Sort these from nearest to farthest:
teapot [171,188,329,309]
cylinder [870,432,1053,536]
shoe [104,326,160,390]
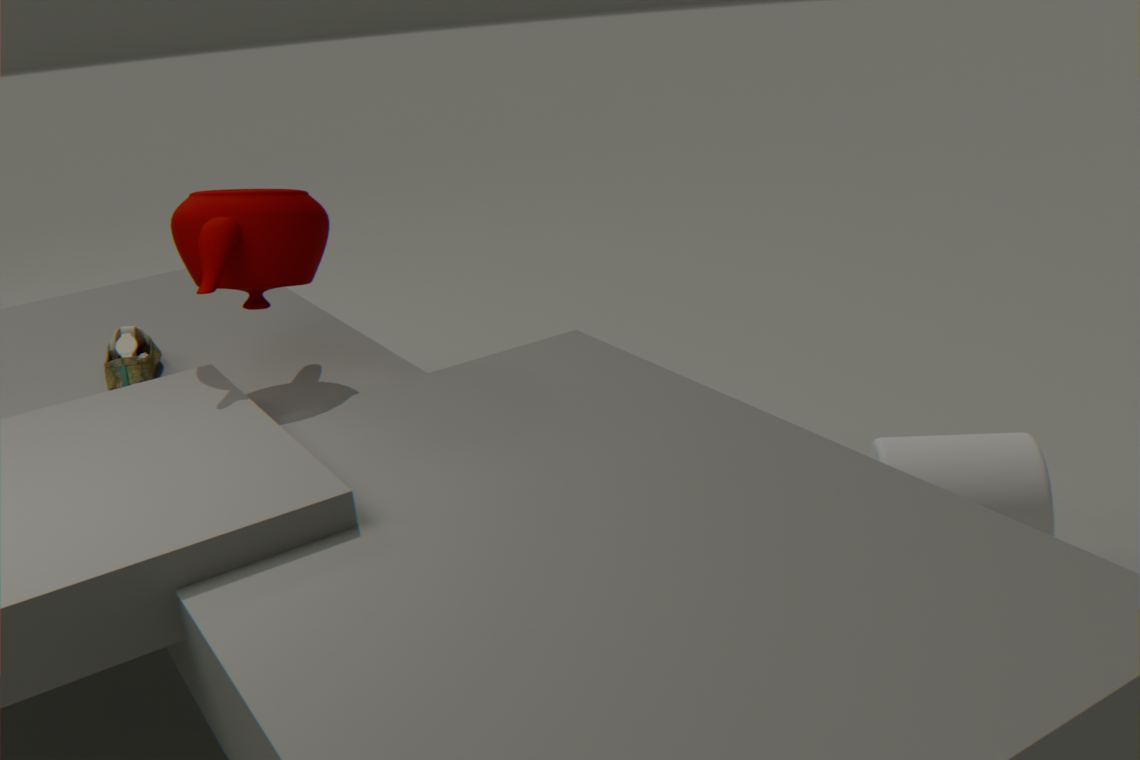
teapot [171,188,329,309], cylinder [870,432,1053,536], shoe [104,326,160,390]
